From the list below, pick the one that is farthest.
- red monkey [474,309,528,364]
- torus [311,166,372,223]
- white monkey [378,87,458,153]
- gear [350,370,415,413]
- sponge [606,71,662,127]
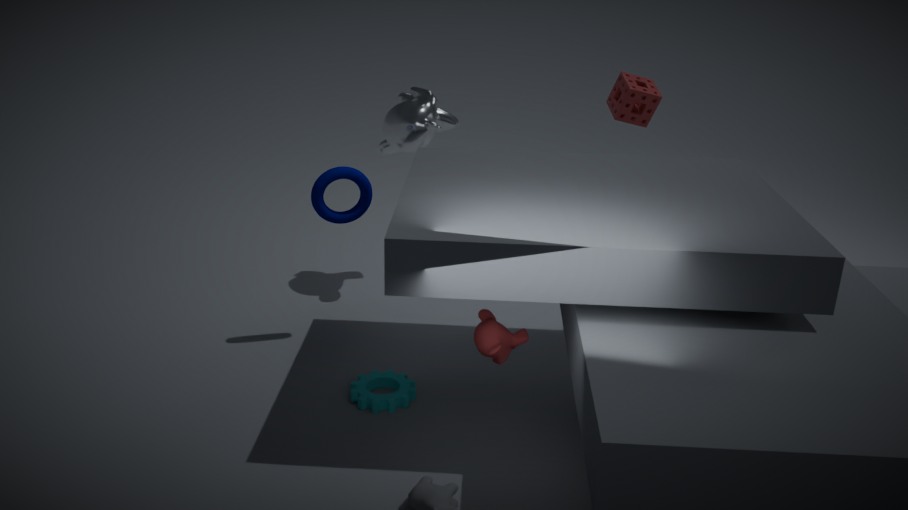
sponge [606,71,662,127]
